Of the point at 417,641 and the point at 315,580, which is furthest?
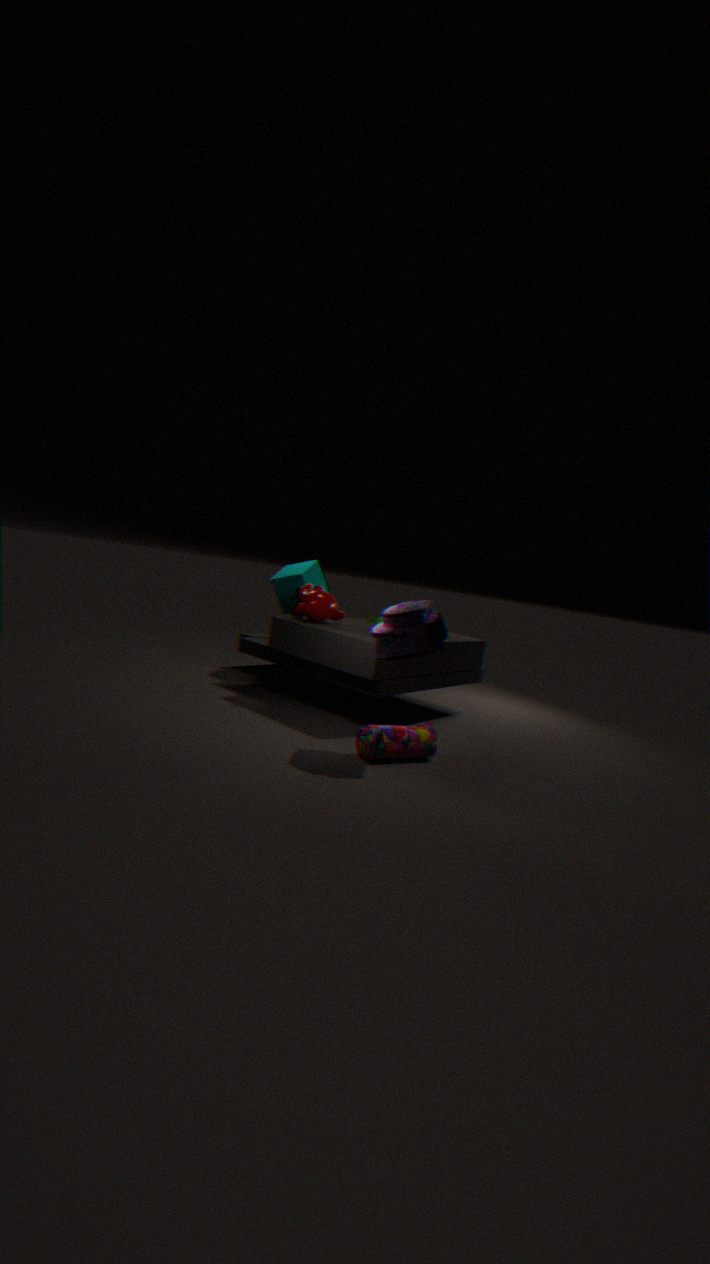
the point at 315,580
